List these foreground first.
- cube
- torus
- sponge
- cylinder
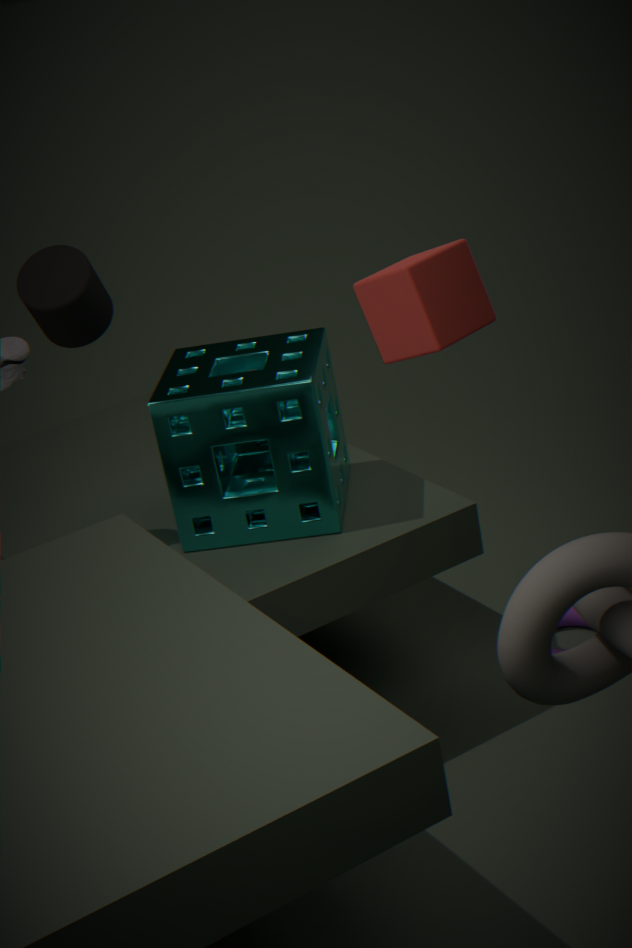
1. cube
2. sponge
3. cylinder
4. torus
